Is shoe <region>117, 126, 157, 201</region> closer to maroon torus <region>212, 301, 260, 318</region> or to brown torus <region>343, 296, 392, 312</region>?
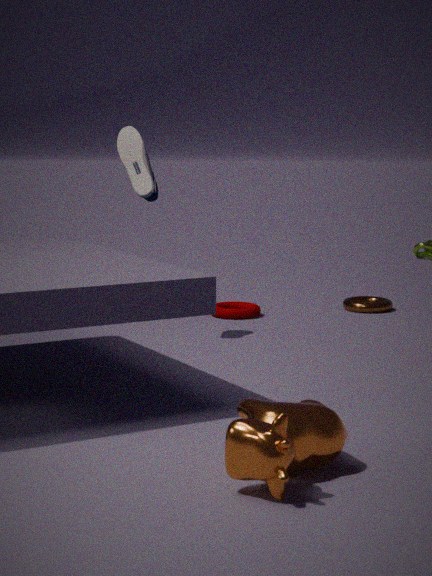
maroon torus <region>212, 301, 260, 318</region>
